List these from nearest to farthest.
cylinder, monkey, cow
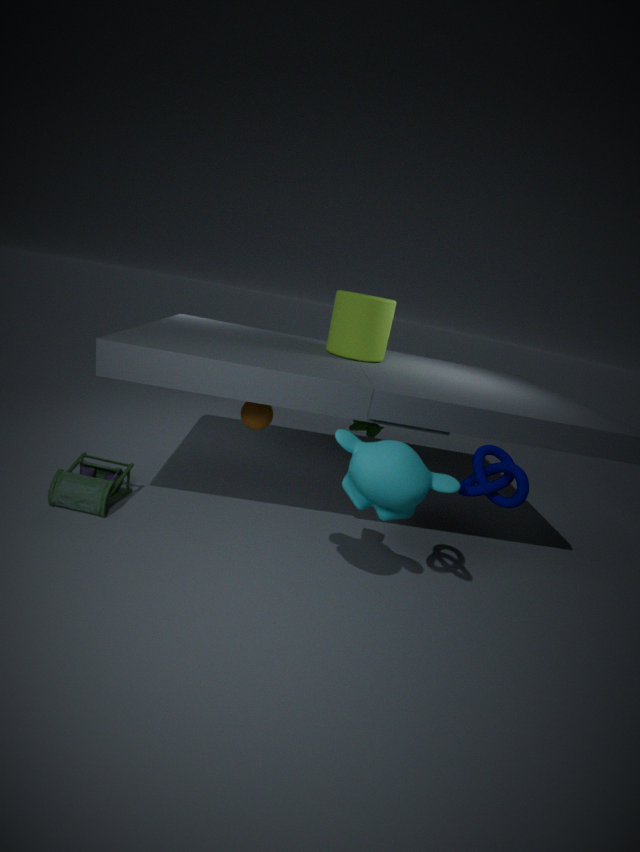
monkey, cylinder, cow
